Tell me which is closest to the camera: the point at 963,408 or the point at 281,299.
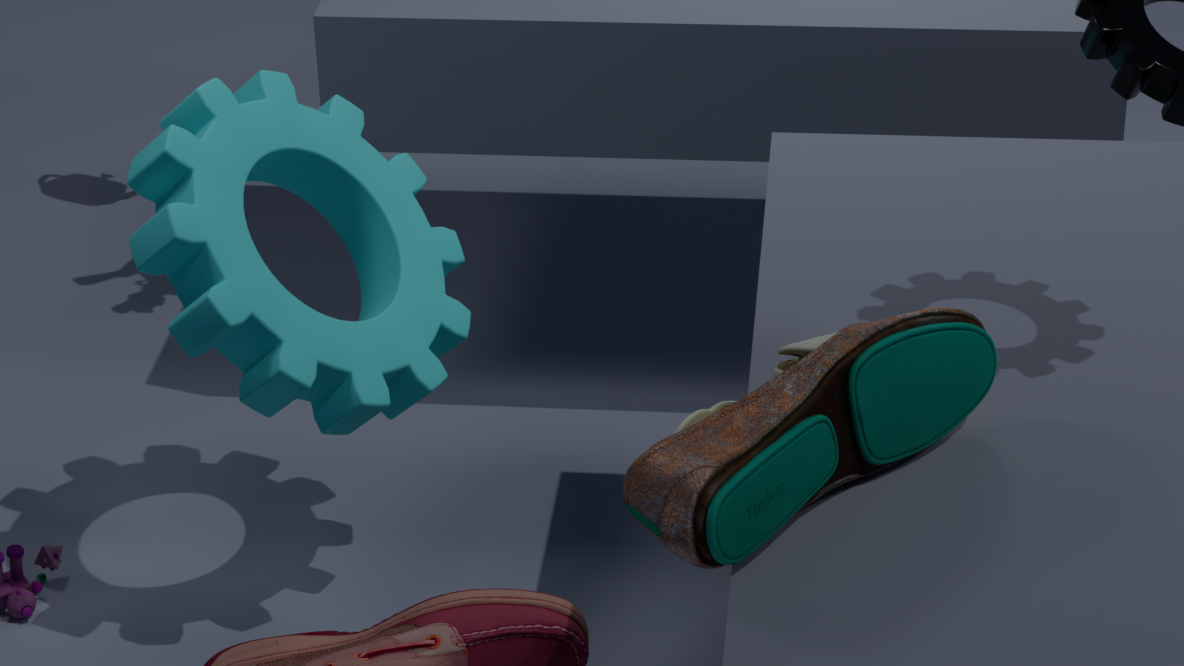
the point at 963,408
